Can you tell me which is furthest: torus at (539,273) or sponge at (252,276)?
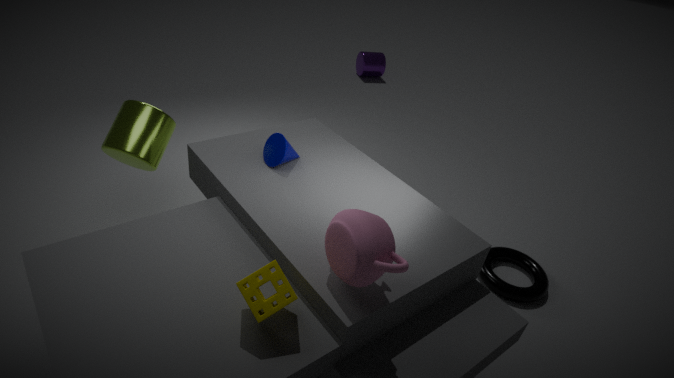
torus at (539,273)
